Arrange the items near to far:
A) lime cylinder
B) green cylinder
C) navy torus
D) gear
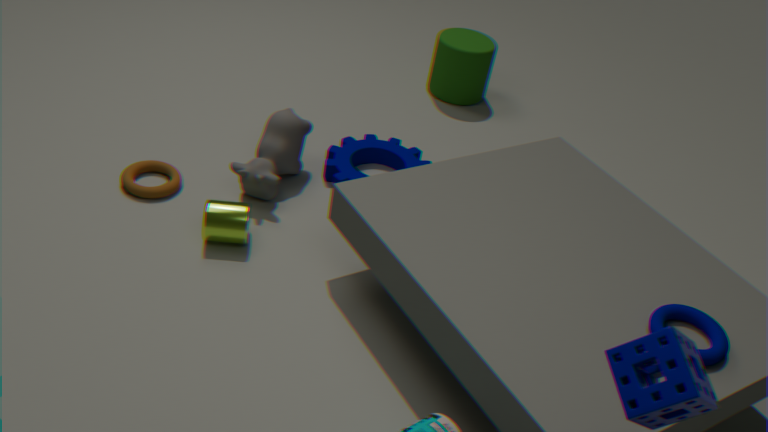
C. navy torus
A. lime cylinder
D. gear
B. green cylinder
